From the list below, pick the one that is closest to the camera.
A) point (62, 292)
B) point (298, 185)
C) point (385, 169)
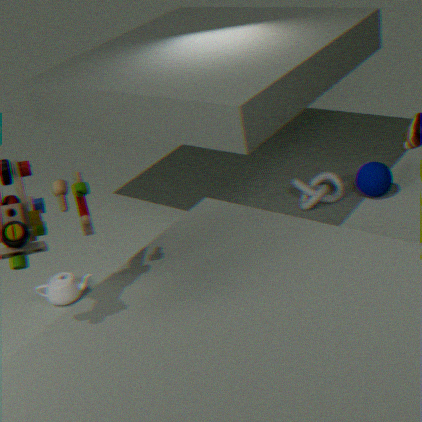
A. point (62, 292)
